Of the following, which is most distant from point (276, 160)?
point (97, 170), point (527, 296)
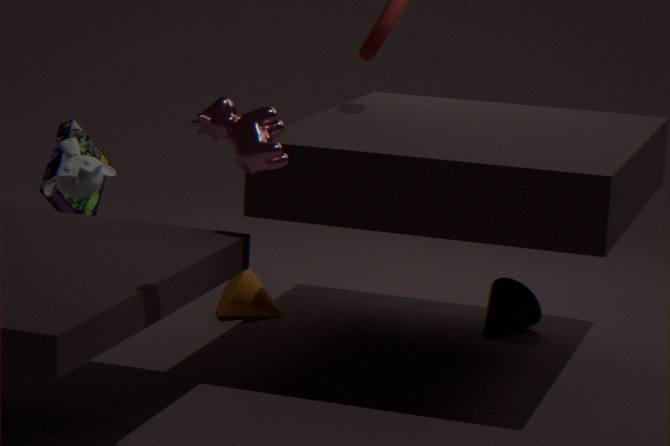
point (527, 296)
